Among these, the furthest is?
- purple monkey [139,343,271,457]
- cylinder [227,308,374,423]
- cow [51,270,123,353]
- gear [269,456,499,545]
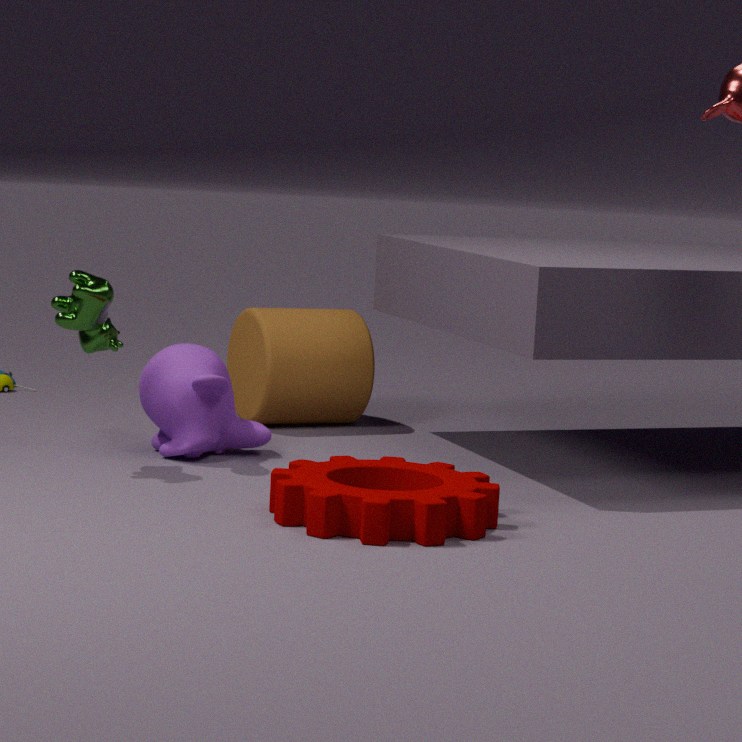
cylinder [227,308,374,423]
